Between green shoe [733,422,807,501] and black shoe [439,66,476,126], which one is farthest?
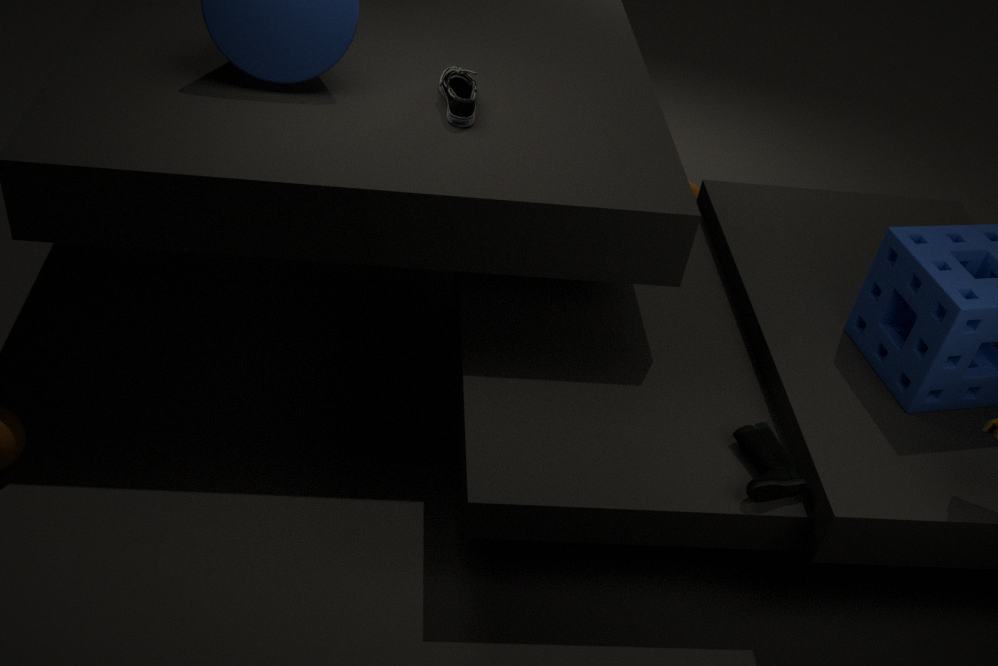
black shoe [439,66,476,126]
